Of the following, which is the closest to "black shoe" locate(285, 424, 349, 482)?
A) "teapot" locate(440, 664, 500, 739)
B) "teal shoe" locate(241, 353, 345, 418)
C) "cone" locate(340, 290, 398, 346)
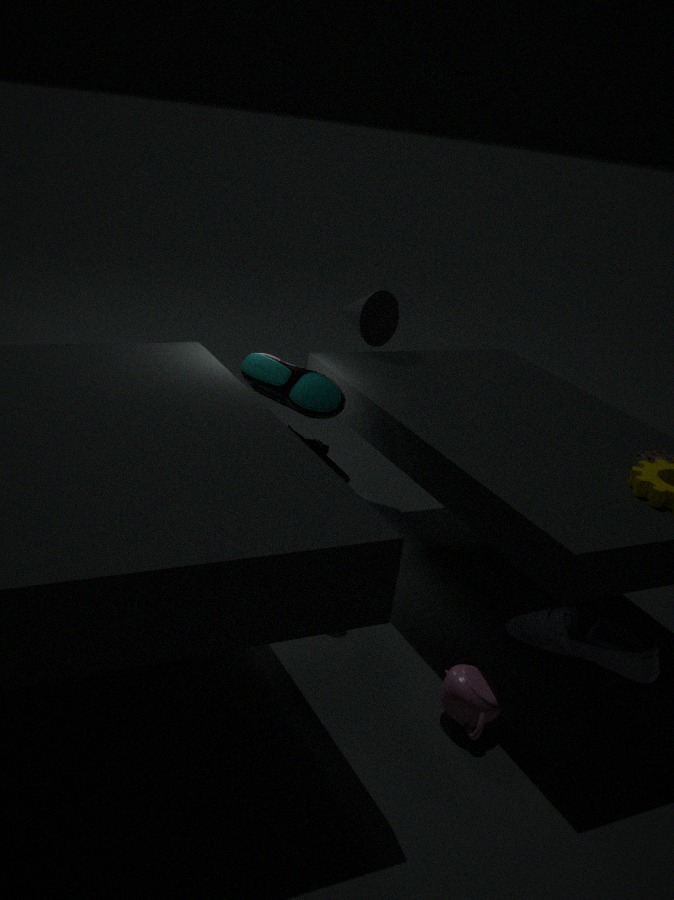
"teal shoe" locate(241, 353, 345, 418)
